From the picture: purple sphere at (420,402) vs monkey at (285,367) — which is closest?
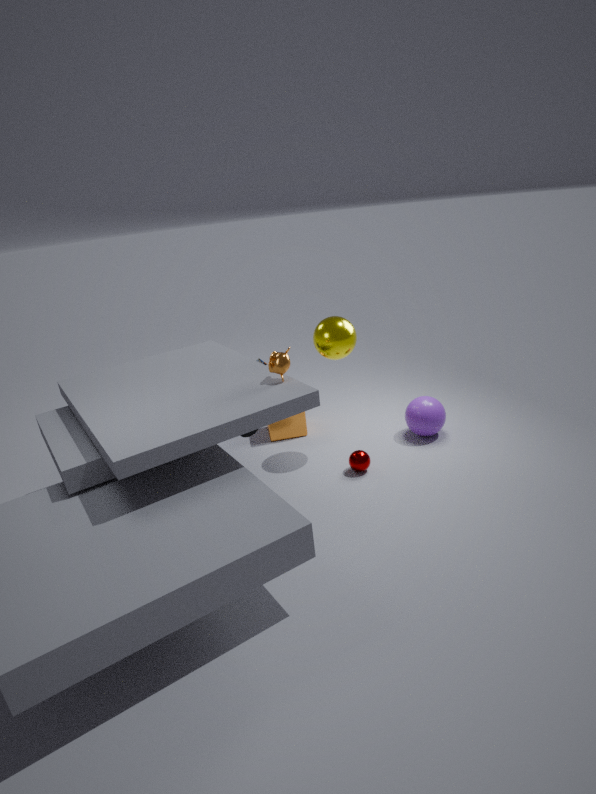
monkey at (285,367)
